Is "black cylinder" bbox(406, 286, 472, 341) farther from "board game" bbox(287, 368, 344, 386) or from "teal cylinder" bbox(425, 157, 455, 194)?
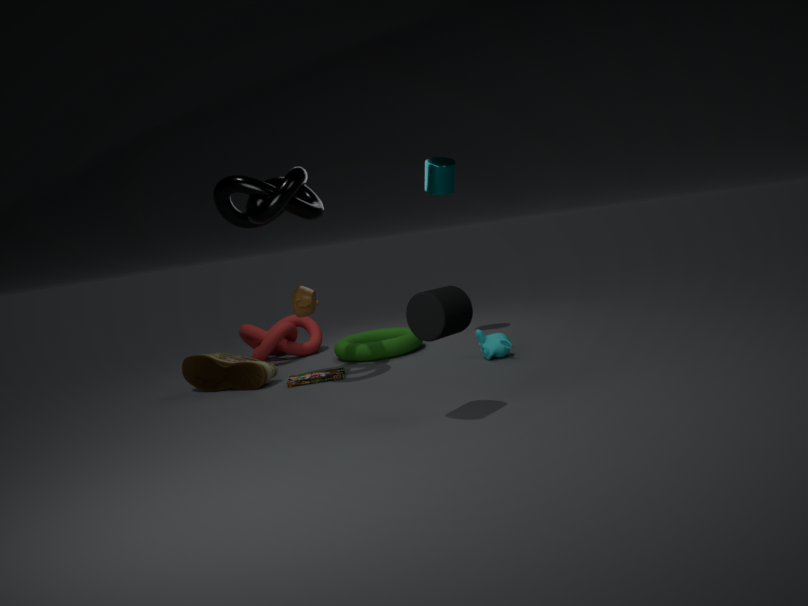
"teal cylinder" bbox(425, 157, 455, 194)
